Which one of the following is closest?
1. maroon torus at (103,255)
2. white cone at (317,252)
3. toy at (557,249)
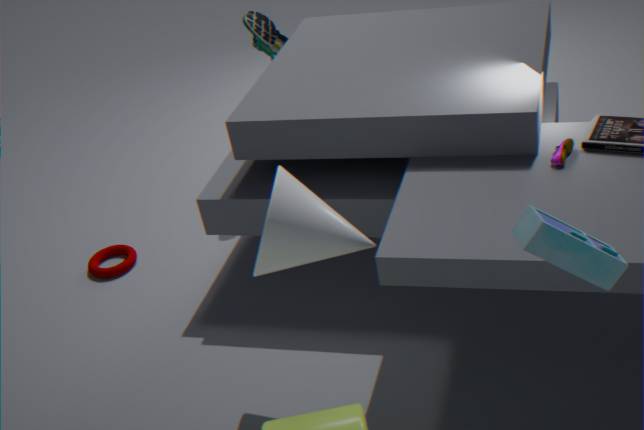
toy at (557,249)
